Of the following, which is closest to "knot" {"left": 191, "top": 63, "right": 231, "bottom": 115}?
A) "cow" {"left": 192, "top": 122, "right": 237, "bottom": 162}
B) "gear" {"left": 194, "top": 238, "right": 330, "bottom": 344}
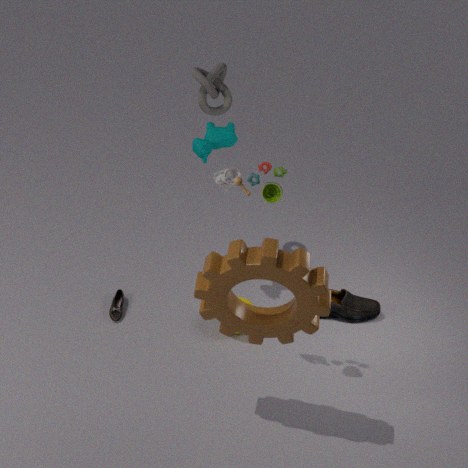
"cow" {"left": 192, "top": 122, "right": 237, "bottom": 162}
